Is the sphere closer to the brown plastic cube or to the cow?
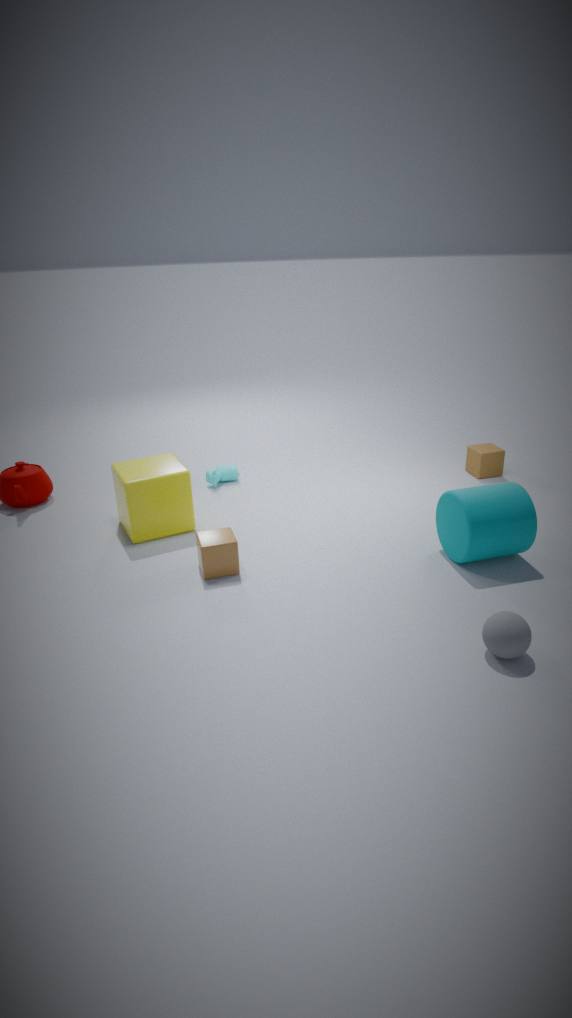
the brown plastic cube
